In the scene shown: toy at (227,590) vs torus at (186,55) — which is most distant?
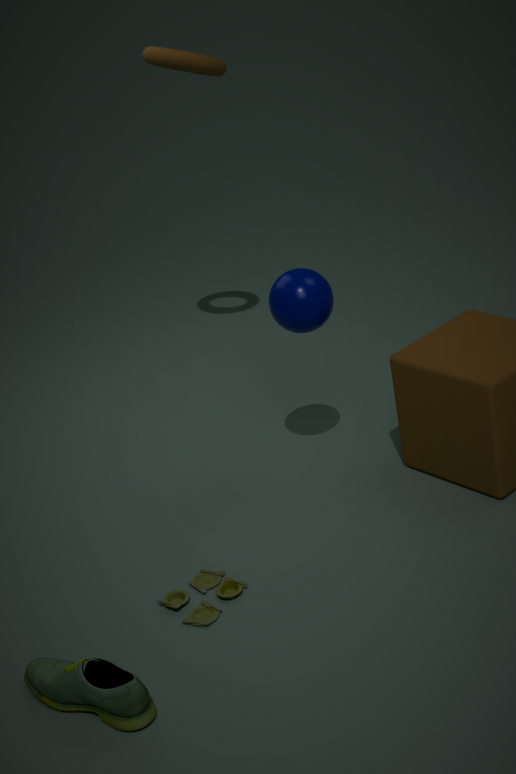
torus at (186,55)
